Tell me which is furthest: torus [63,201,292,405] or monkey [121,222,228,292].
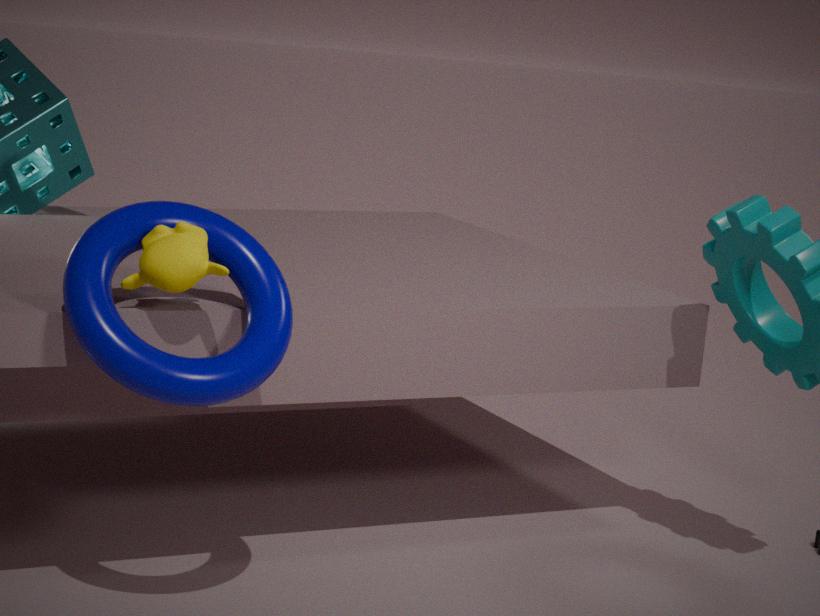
monkey [121,222,228,292]
